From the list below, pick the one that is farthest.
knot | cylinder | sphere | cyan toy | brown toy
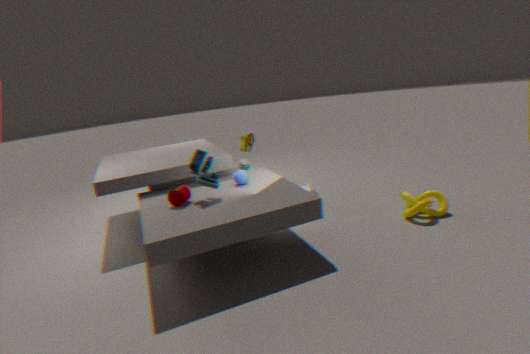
brown toy
